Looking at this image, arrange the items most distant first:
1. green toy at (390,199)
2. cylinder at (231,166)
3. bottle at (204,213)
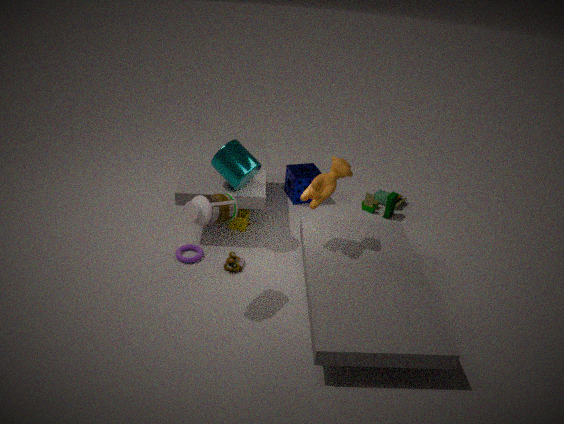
1. green toy at (390,199)
2. cylinder at (231,166)
3. bottle at (204,213)
